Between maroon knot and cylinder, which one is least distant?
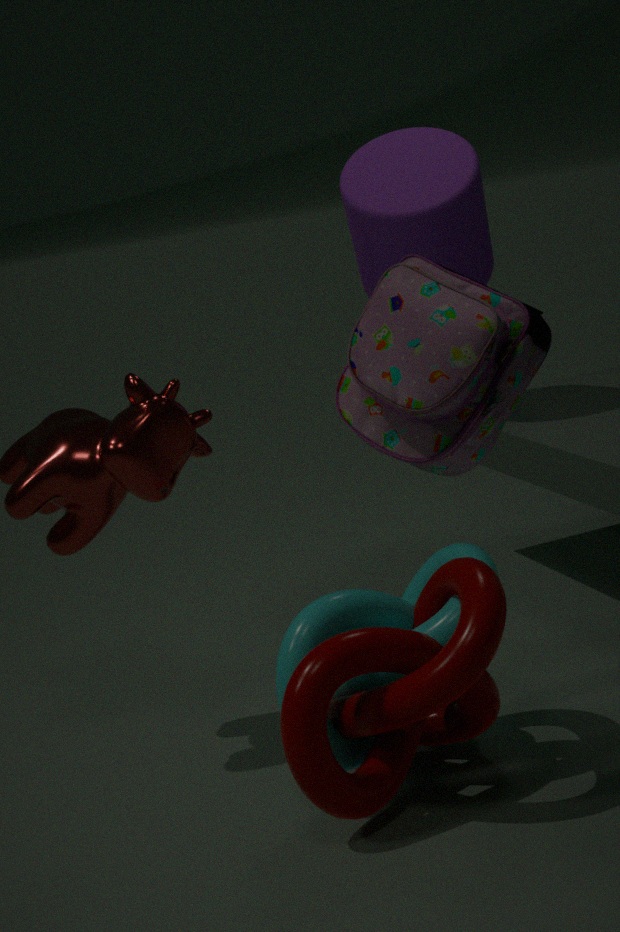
maroon knot
